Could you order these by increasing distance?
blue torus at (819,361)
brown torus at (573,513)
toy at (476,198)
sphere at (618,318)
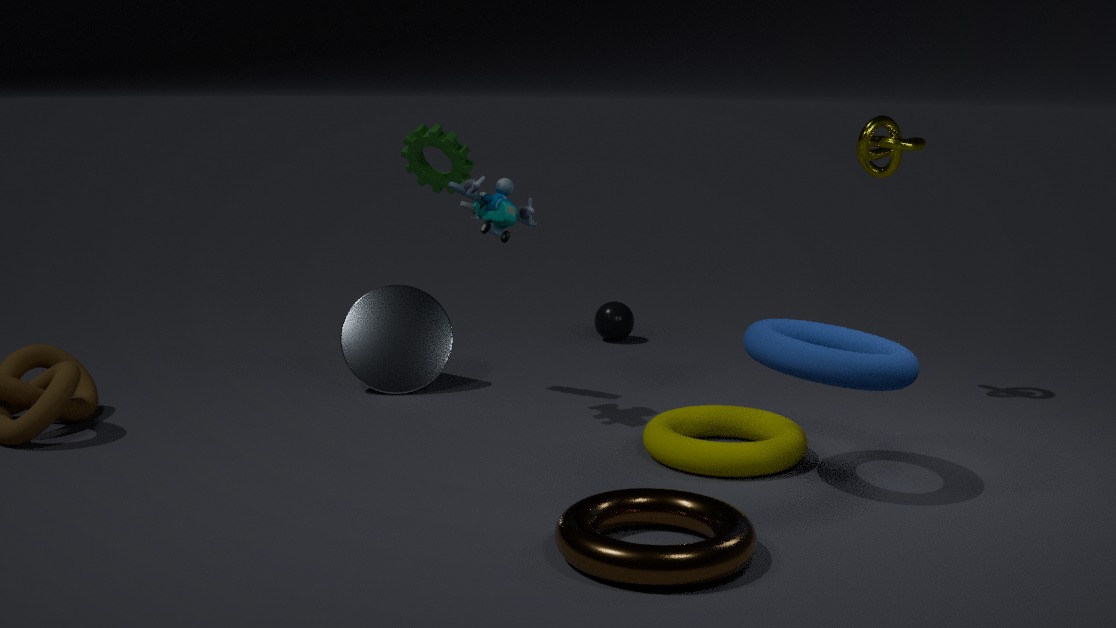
brown torus at (573,513) → blue torus at (819,361) → toy at (476,198) → sphere at (618,318)
